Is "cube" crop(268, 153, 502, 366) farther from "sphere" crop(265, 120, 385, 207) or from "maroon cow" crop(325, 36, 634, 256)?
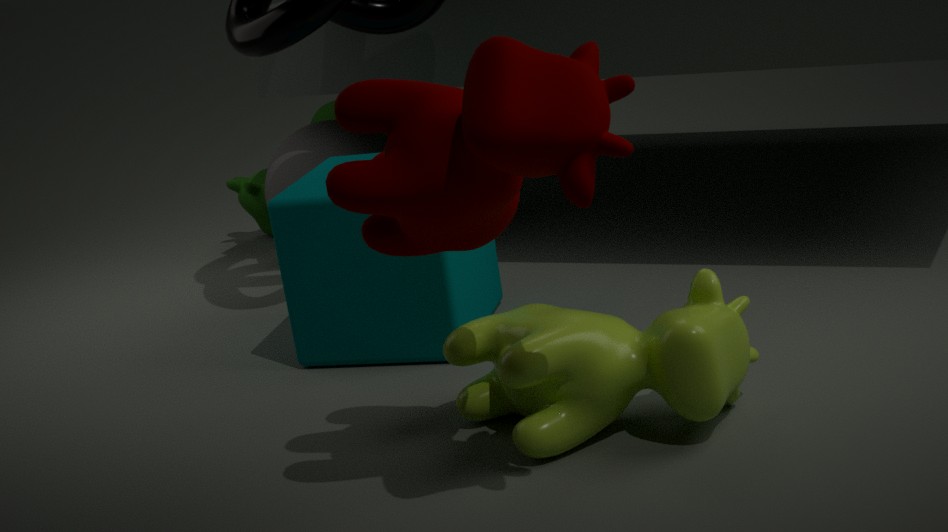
"maroon cow" crop(325, 36, 634, 256)
